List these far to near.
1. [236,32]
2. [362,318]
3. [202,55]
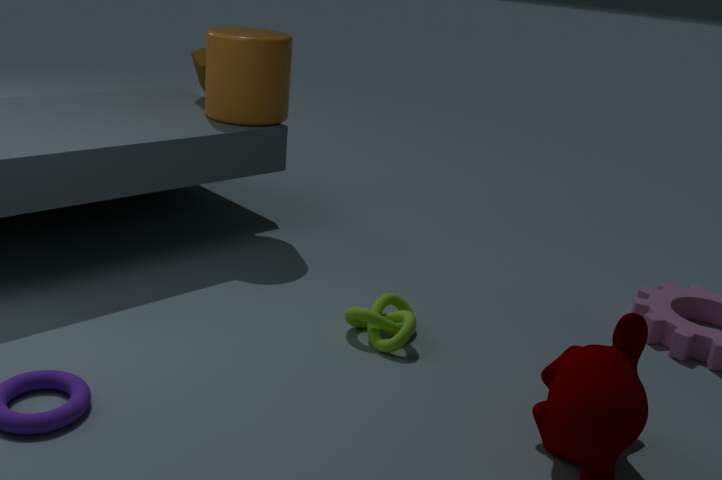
[202,55] → [236,32] → [362,318]
